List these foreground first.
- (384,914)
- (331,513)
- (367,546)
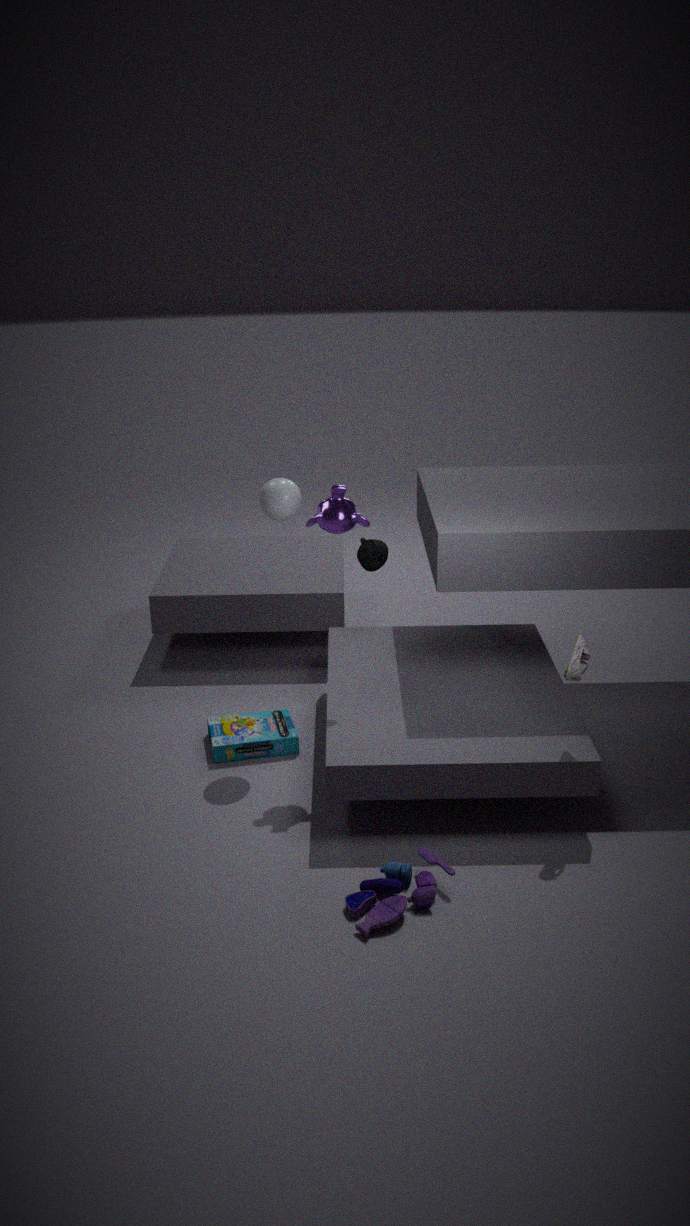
(384,914) → (331,513) → (367,546)
